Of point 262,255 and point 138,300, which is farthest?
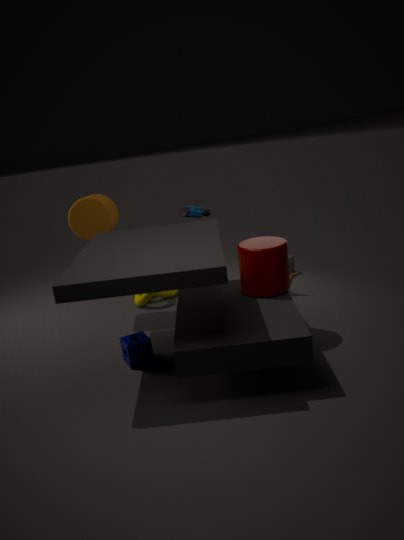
point 138,300
